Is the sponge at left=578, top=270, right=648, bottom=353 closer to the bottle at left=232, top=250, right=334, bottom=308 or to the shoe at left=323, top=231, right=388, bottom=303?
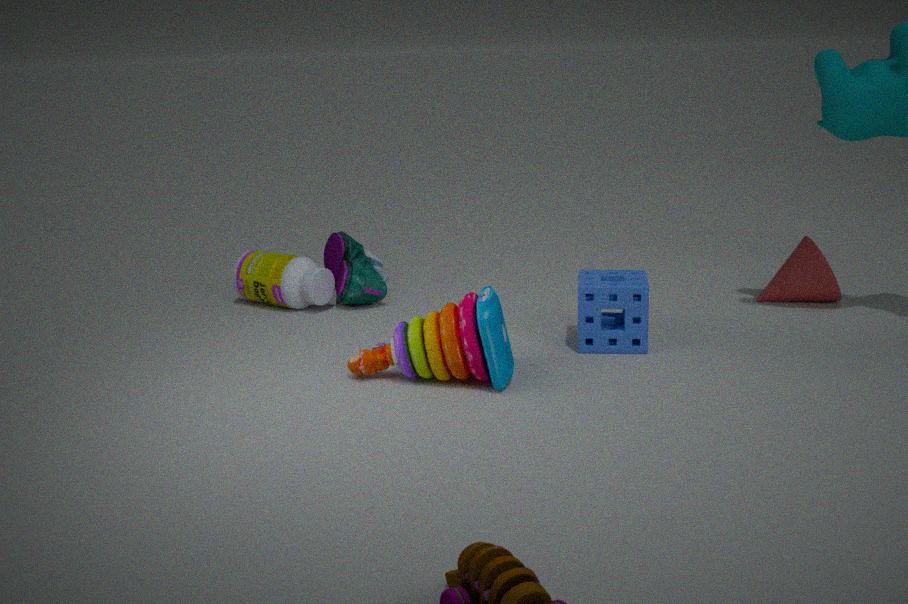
the shoe at left=323, top=231, right=388, bottom=303
